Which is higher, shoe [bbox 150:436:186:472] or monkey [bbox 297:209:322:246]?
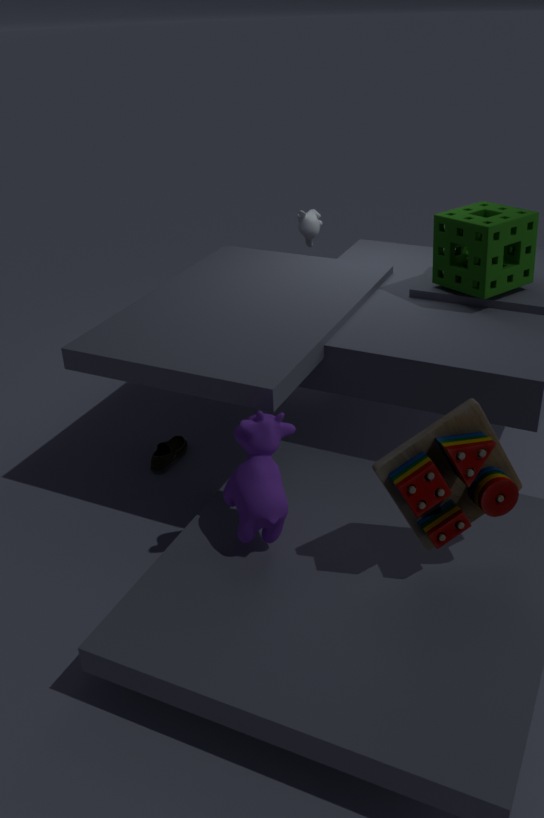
monkey [bbox 297:209:322:246]
